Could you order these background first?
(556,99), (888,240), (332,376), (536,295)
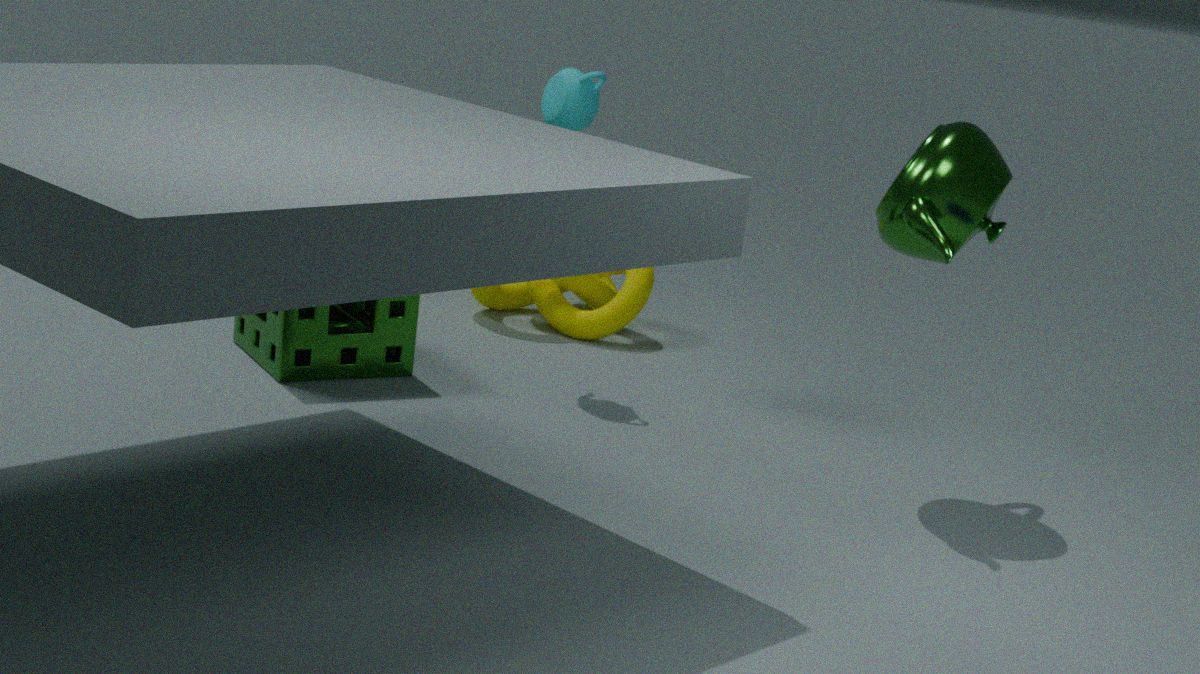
(536,295), (556,99), (332,376), (888,240)
